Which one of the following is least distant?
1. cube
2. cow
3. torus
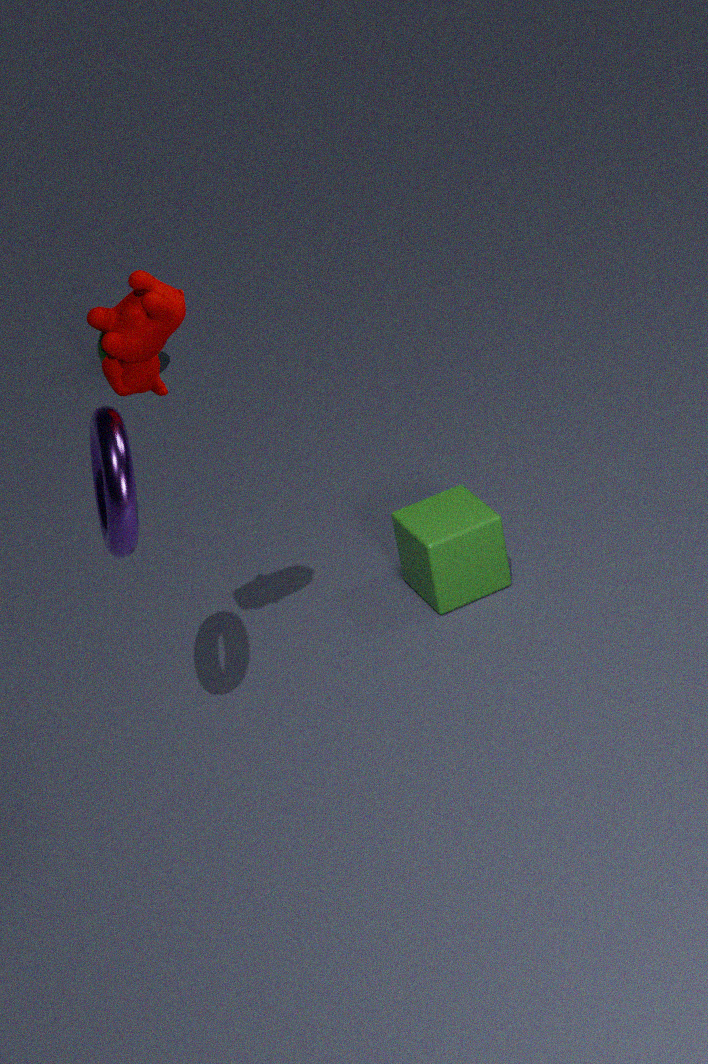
cow
